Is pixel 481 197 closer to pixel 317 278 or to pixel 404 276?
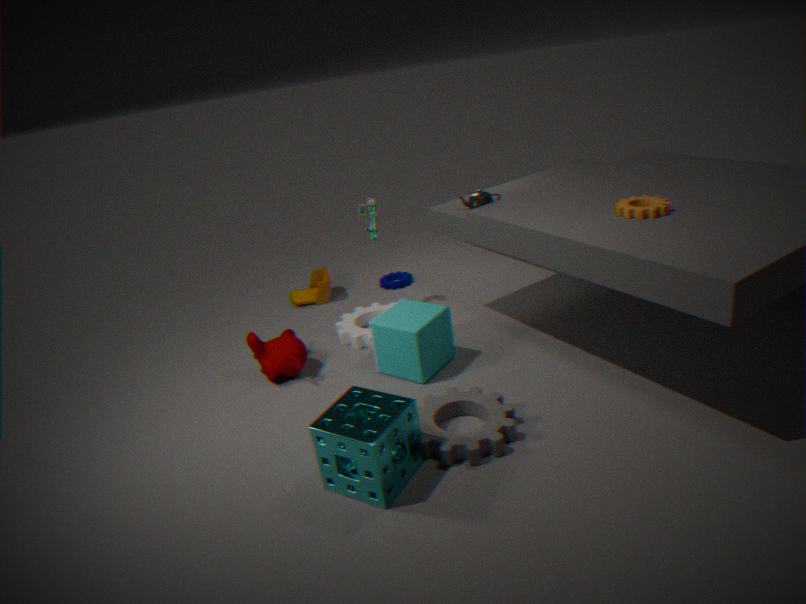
pixel 404 276
